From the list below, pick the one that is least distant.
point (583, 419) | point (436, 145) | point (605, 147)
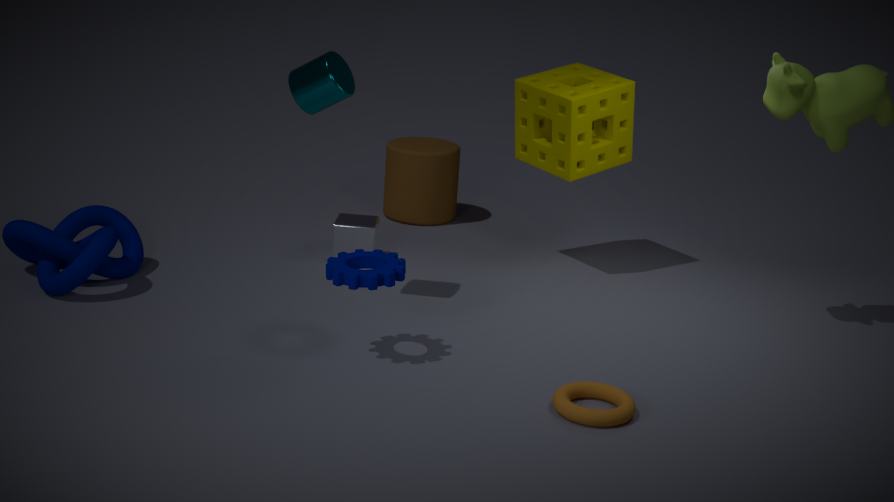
point (583, 419)
